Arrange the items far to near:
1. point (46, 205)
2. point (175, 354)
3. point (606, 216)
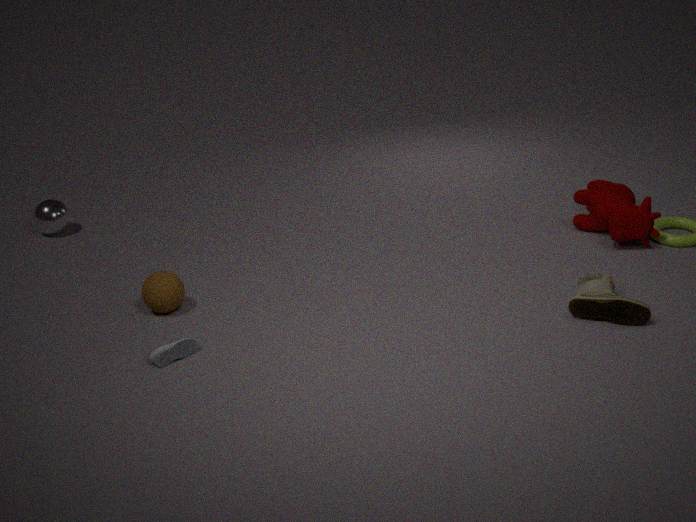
point (46, 205), point (606, 216), point (175, 354)
